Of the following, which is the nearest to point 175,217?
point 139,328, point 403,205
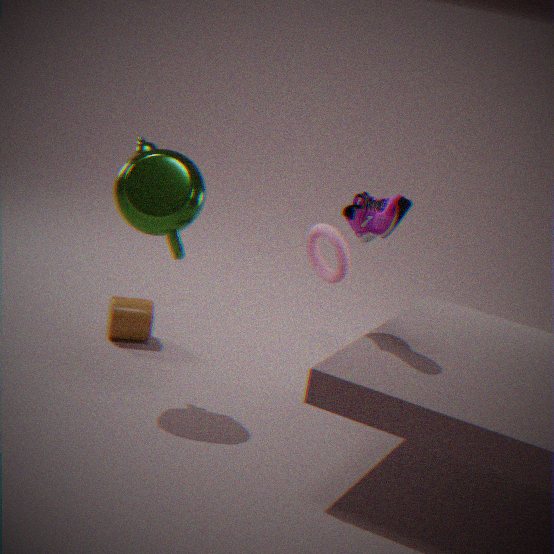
point 403,205
